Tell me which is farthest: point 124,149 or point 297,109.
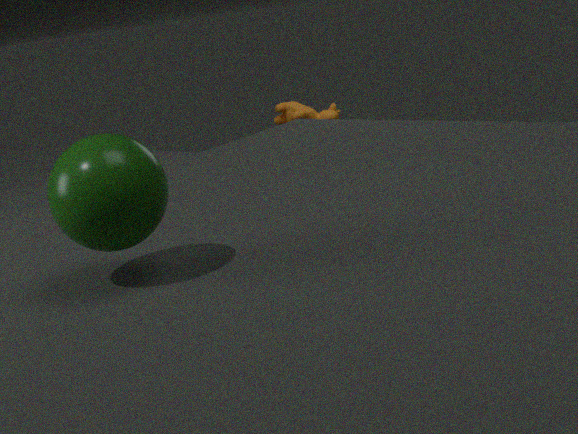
point 297,109
